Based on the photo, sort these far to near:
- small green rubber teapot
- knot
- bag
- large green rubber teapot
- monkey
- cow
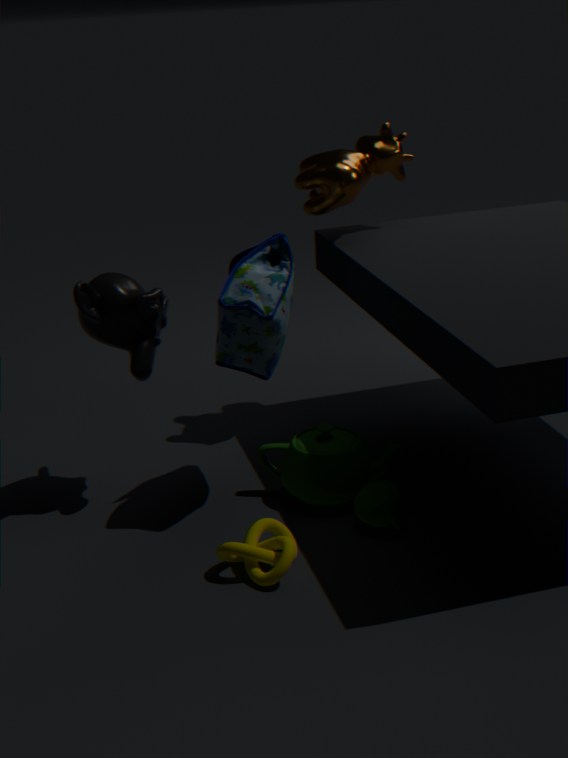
1. cow
2. large green rubber teapot
3. monkey
4. small green rubber teapot
5. bag
6. knot
